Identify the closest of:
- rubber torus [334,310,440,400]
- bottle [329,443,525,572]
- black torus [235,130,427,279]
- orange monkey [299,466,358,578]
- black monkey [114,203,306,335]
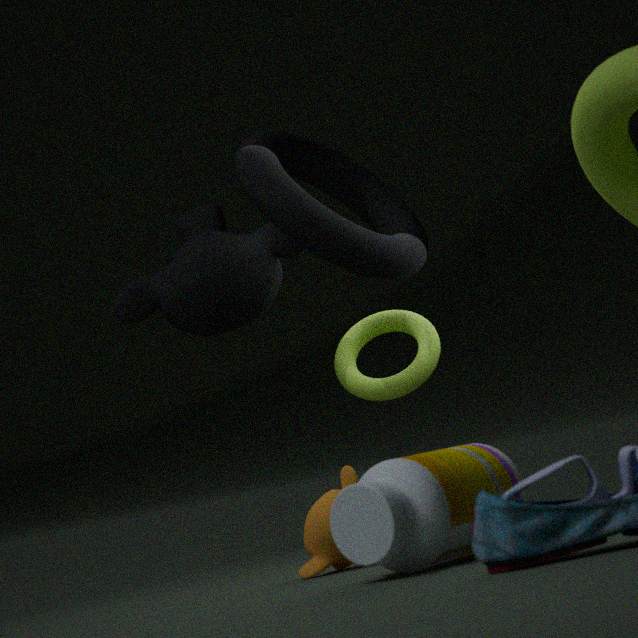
bottle [329,443,525,572]
